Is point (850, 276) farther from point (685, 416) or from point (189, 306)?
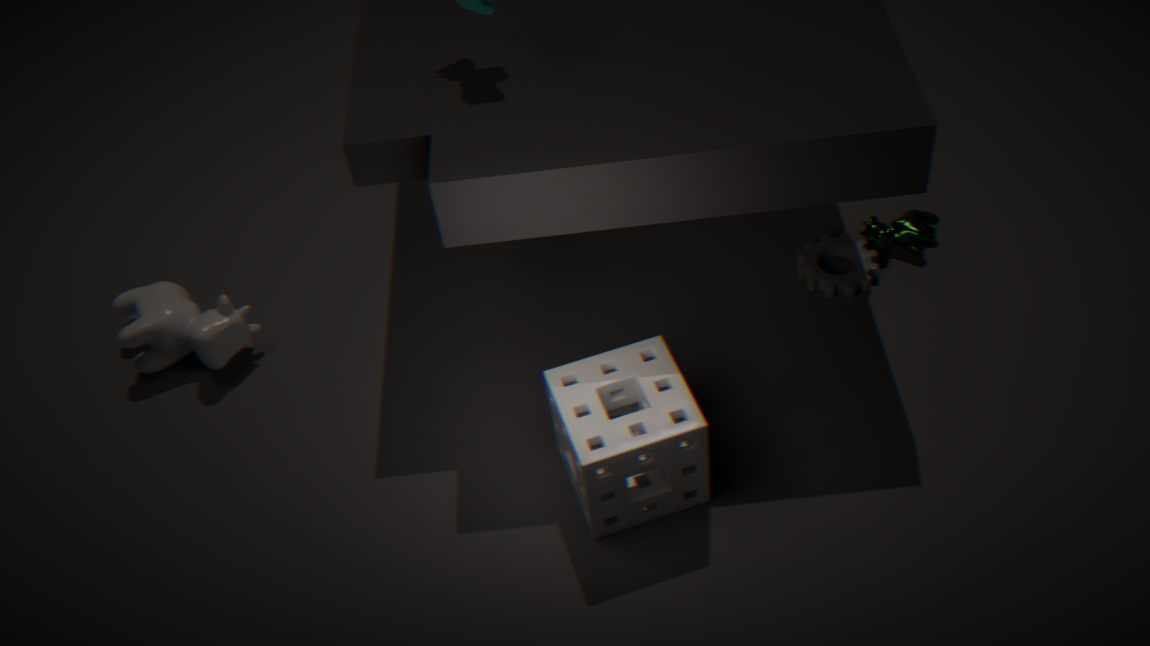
point (189, 306)
